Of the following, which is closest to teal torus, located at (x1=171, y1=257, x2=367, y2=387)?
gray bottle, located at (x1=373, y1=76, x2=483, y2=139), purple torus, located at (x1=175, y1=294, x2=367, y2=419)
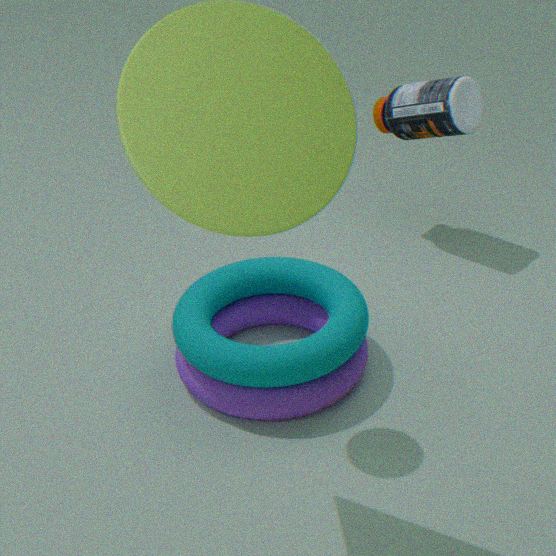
Result: purple torus, located at (x1=175, y1=294, x2=367, y2=419)
